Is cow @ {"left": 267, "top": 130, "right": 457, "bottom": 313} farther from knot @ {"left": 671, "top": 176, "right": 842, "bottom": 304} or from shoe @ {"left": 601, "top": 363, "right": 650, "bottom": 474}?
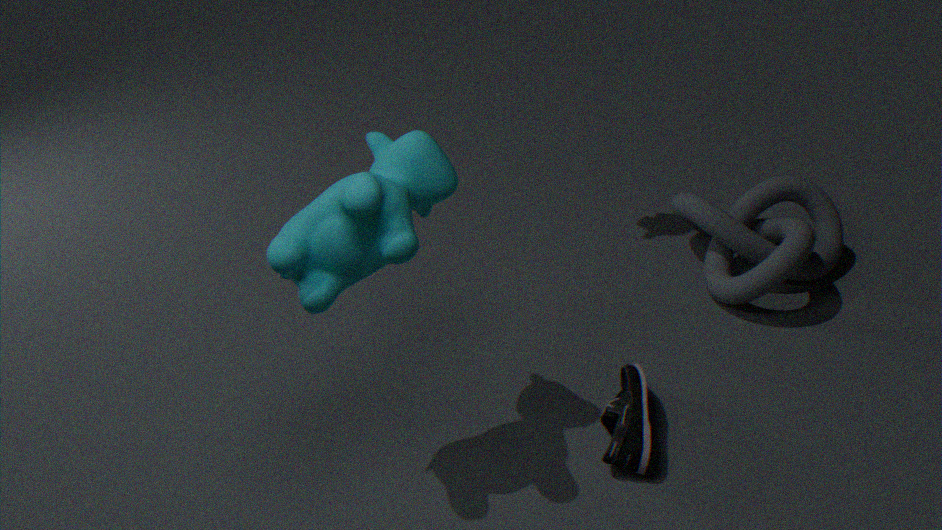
knot @ {"left": 671, "top": 176, "right": 842, "bottom": 304}
